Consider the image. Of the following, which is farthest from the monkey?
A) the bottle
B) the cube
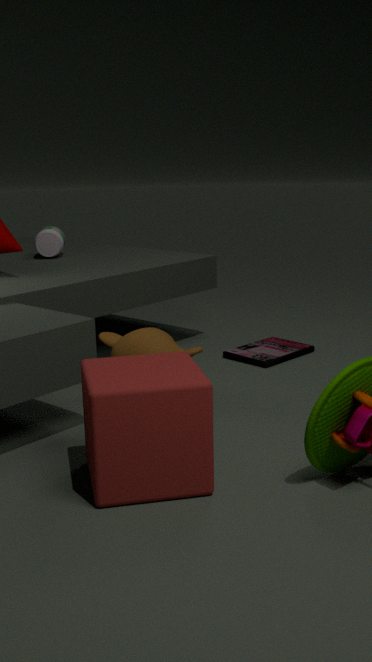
the bottle
